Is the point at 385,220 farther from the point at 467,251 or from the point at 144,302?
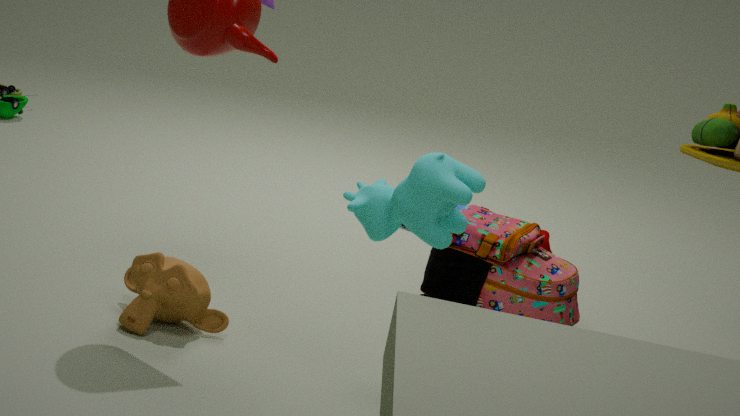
the point at 467,251
